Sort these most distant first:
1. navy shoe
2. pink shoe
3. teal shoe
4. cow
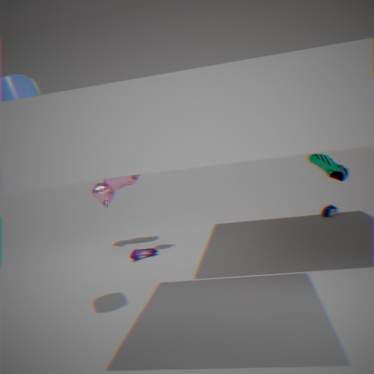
navy shoe, cow, pink shoe, teal shoe
